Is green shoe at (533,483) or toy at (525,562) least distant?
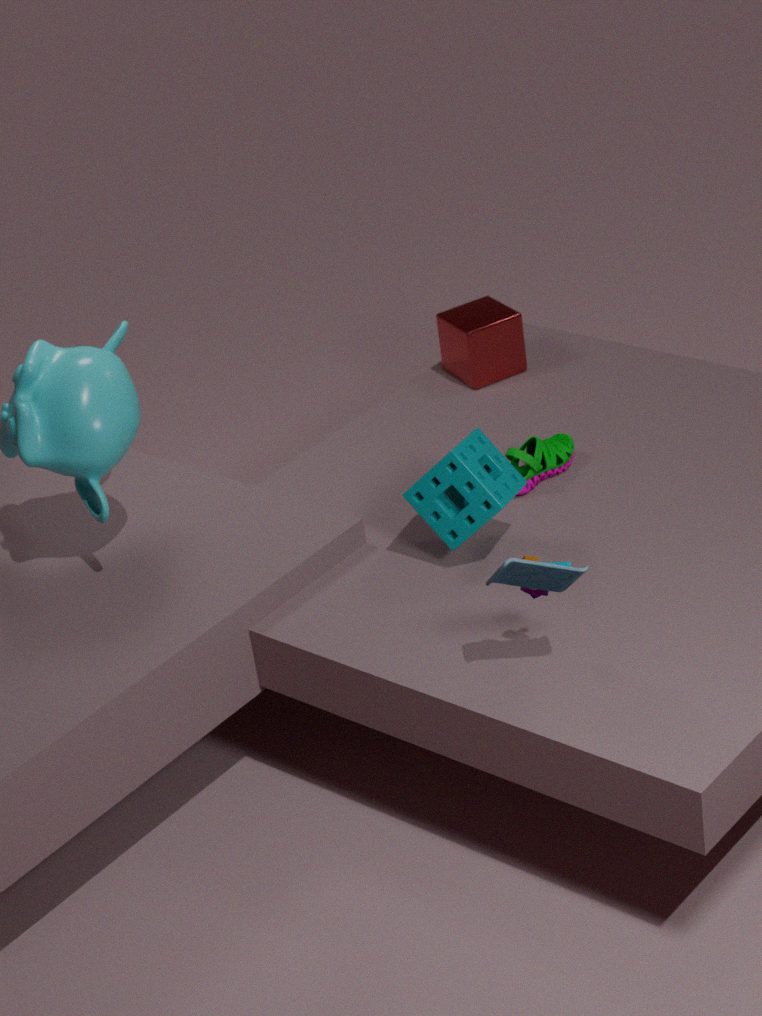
toy at (525,562)
